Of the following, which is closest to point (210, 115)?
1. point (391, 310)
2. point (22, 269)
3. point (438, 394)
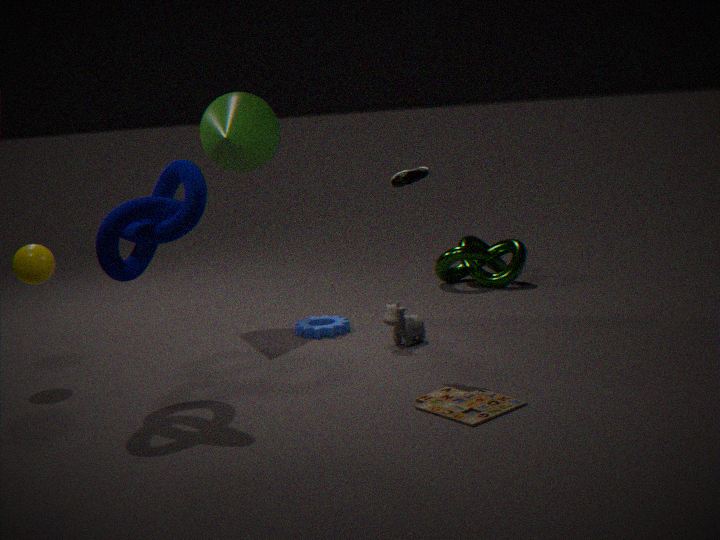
point (22, 269)
